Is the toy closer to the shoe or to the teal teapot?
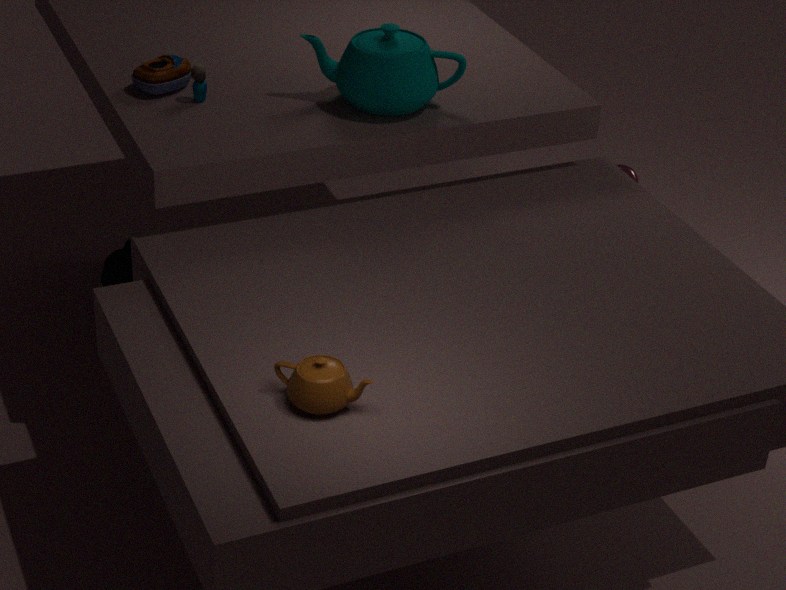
the teal teapot
